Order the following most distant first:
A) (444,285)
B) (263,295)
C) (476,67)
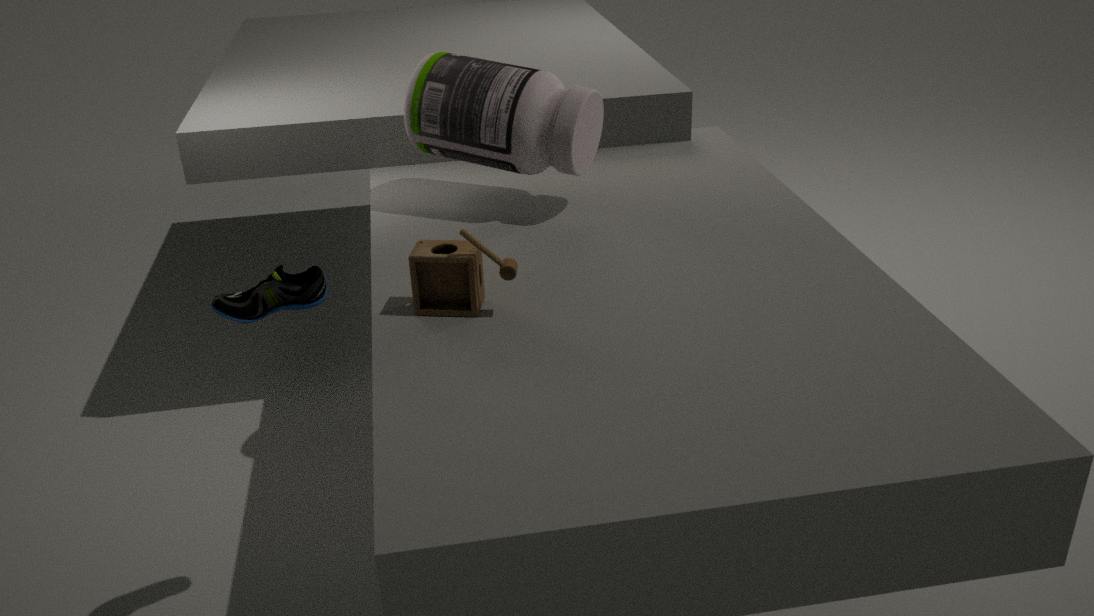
(476,67)
(444,285)
(263,295)
